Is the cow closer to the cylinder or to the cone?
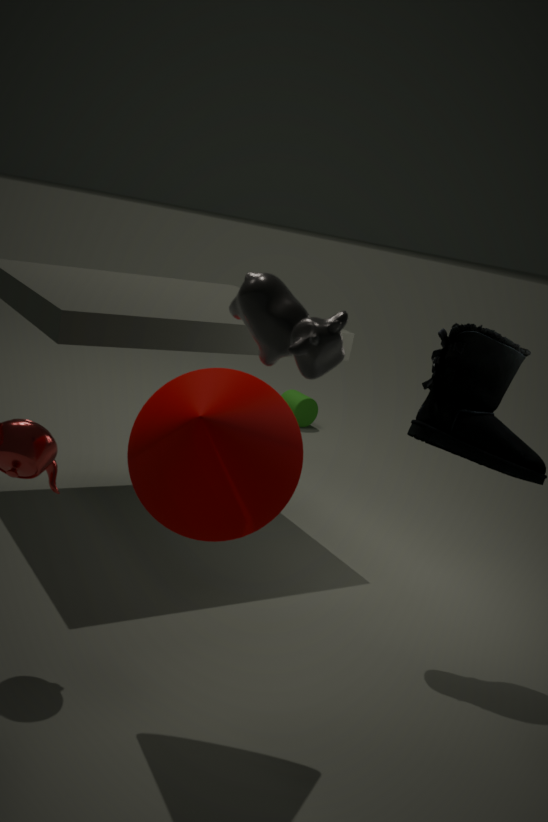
the cone
